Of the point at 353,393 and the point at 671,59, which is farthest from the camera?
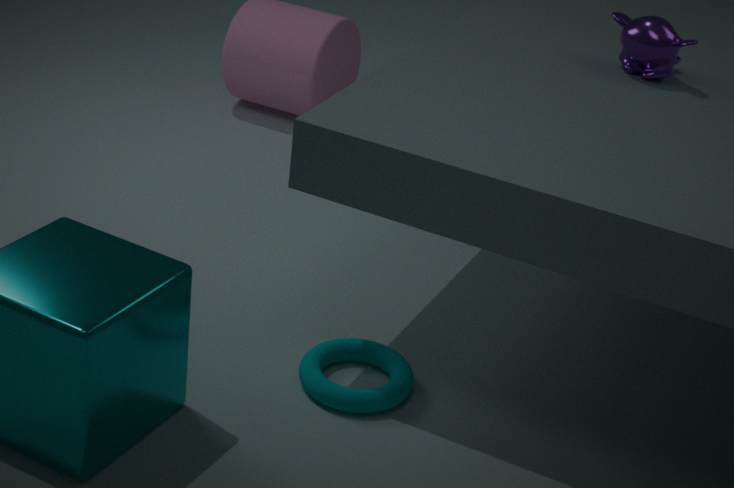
the point at 671,59
